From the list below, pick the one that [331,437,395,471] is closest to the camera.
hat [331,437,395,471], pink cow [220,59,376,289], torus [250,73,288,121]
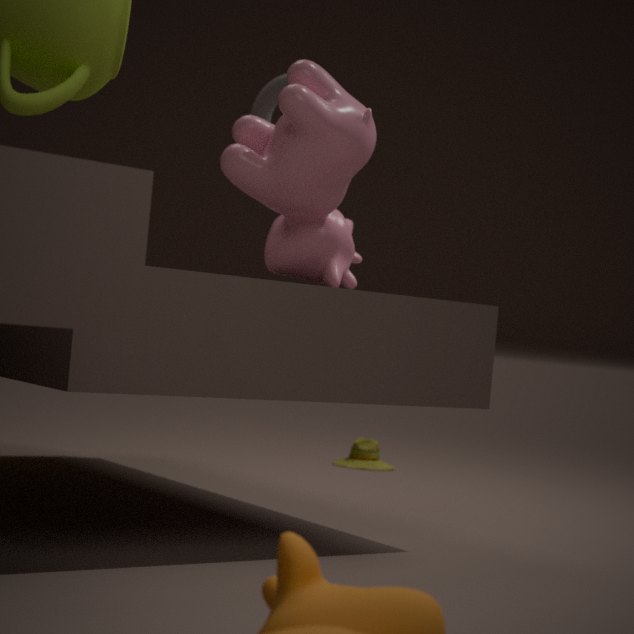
pink cow [220,59,376,289]
